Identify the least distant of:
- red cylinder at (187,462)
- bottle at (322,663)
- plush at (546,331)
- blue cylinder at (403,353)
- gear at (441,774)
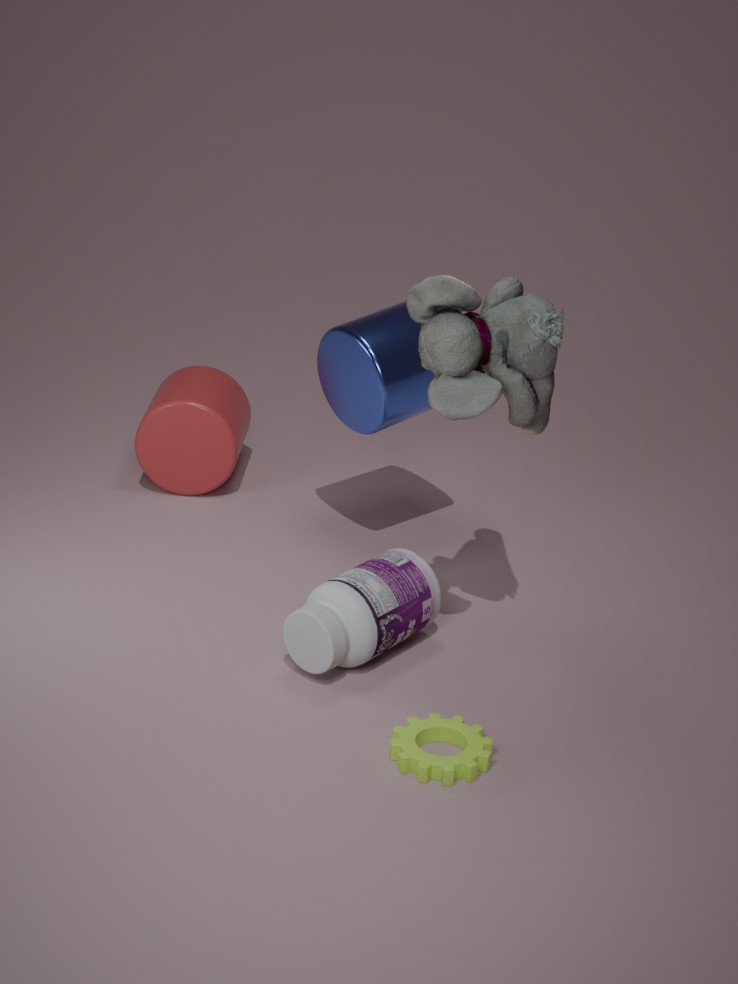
gear at (441,774)
